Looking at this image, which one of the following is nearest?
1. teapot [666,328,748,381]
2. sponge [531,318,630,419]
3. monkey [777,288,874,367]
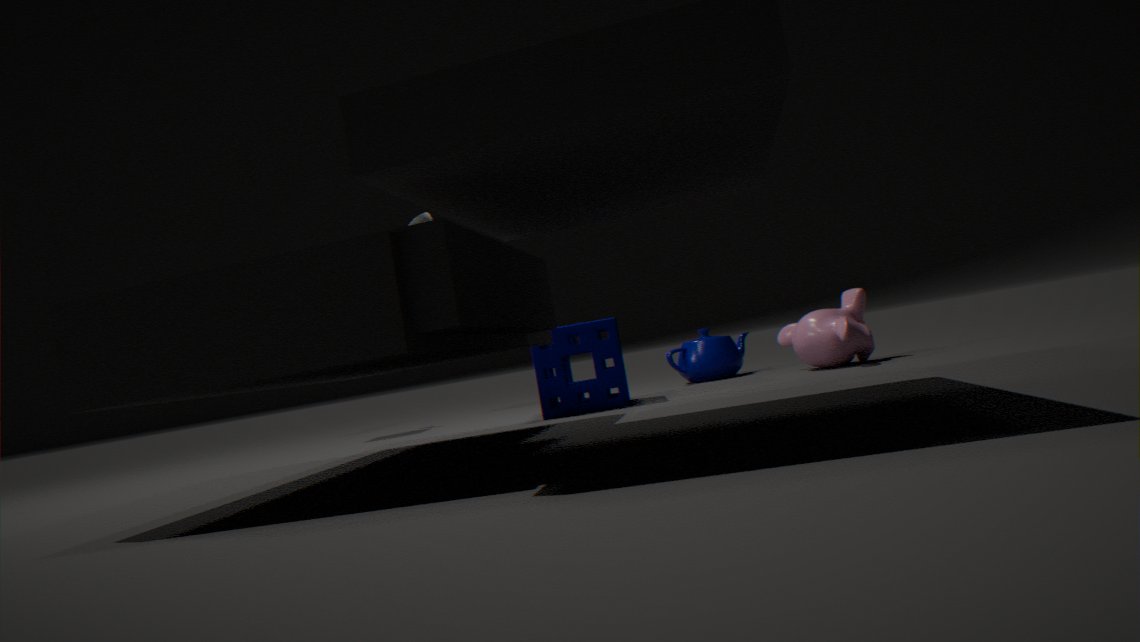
sponge [531,318,630,419]
